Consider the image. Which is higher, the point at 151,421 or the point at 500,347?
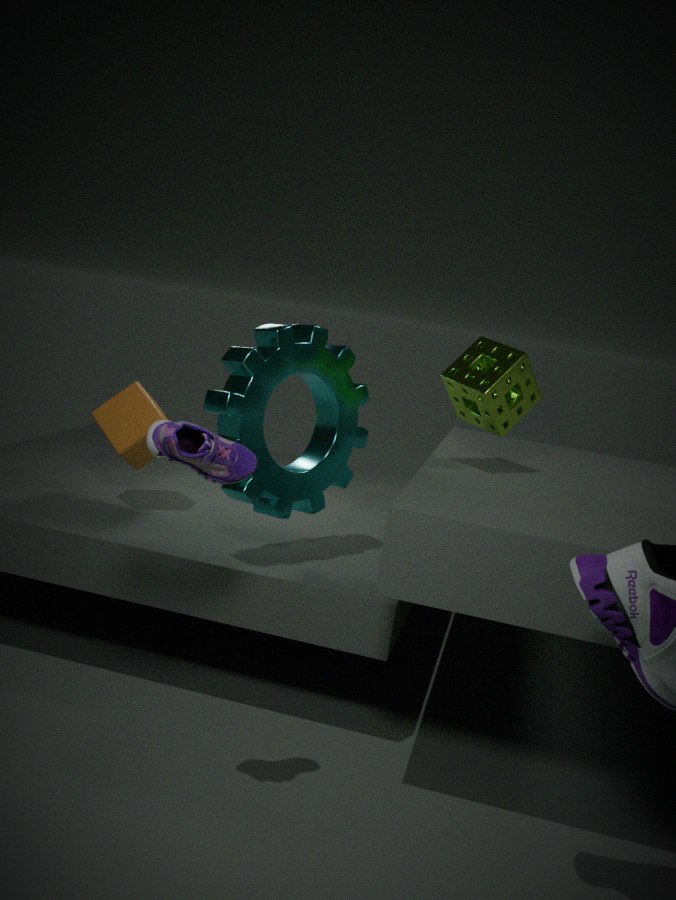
the point at 500,347
